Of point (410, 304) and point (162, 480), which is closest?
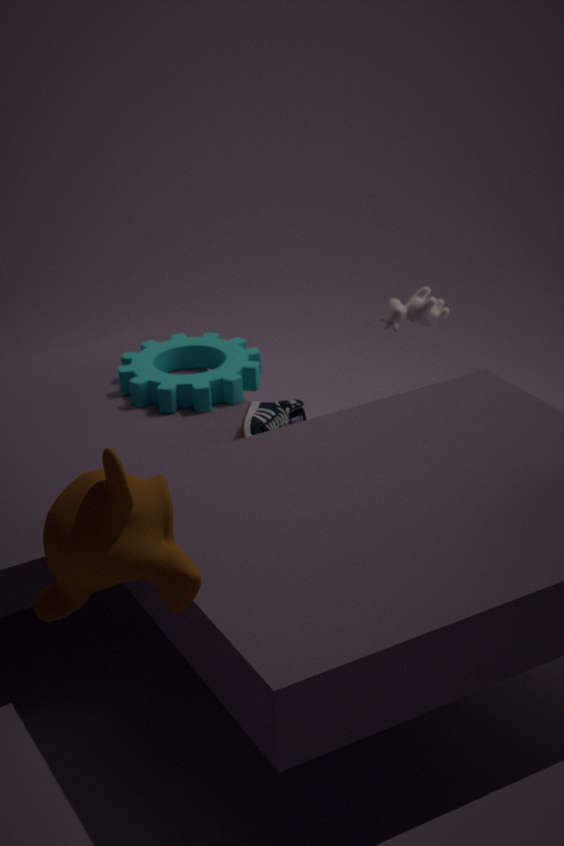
point (162, 480)
